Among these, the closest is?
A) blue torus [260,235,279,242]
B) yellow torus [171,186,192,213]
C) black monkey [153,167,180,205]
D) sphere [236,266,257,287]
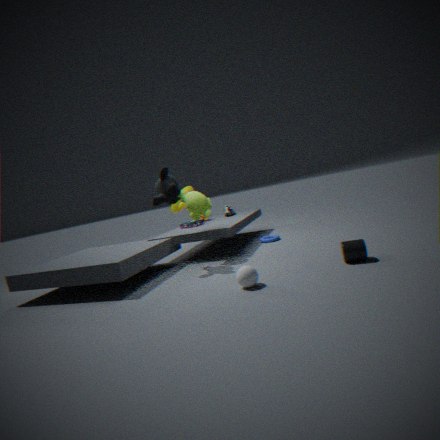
sphere [236,266,257,287]
